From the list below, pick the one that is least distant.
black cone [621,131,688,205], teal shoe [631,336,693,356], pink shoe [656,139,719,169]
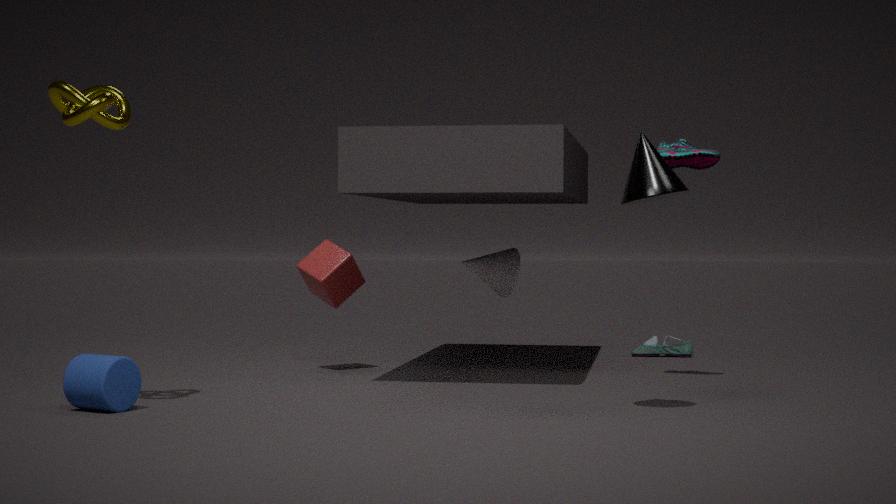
black cone [621,131,688,205]
